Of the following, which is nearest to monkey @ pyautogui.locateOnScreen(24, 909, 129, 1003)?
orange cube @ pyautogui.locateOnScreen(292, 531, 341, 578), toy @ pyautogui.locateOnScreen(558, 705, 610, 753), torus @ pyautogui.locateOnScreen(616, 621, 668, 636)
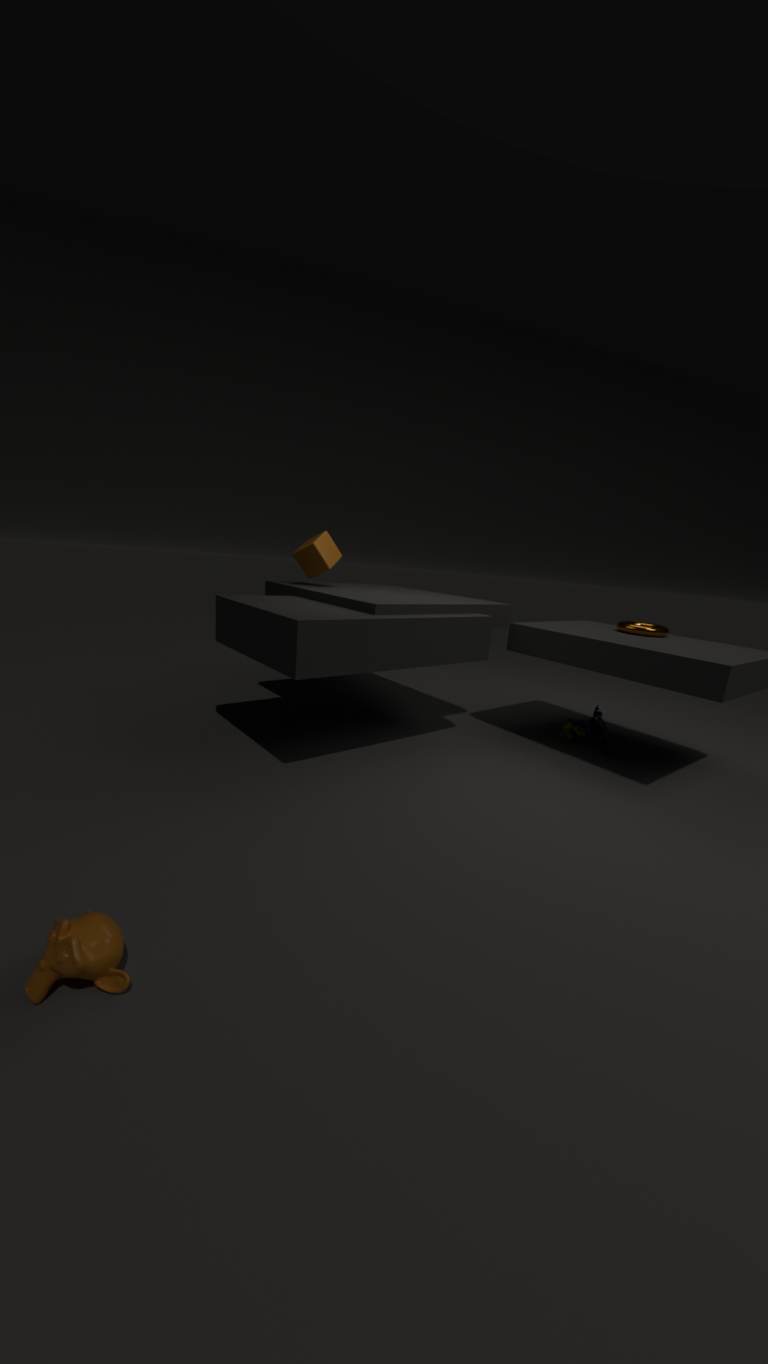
orange cube @ pyautogui.locateOnScreen(292, 531, 341, 578)
